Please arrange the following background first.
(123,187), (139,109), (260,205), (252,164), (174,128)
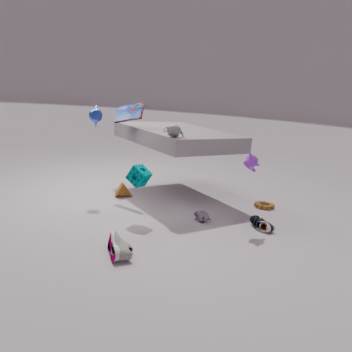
(123,187), (260,205), (139,109), (174,128), (252,164)
